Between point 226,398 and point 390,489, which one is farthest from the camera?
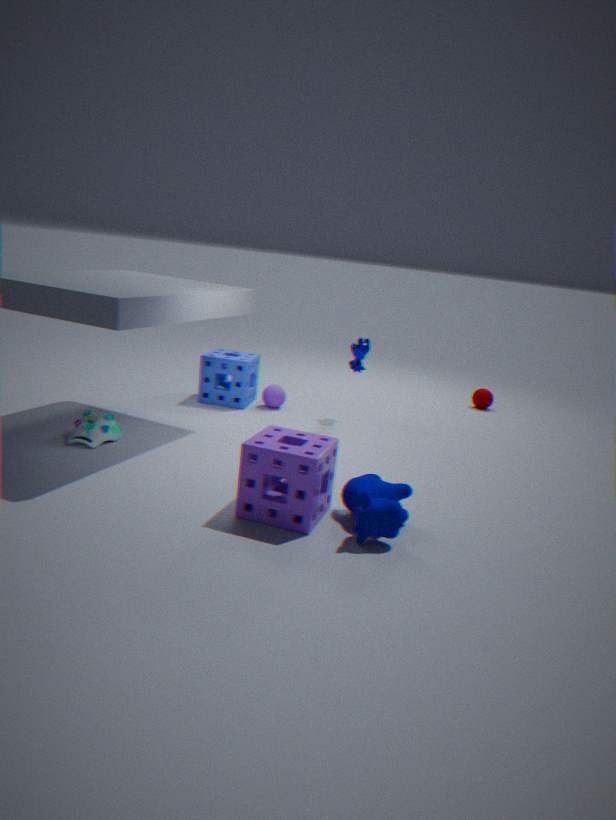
point 226,398
